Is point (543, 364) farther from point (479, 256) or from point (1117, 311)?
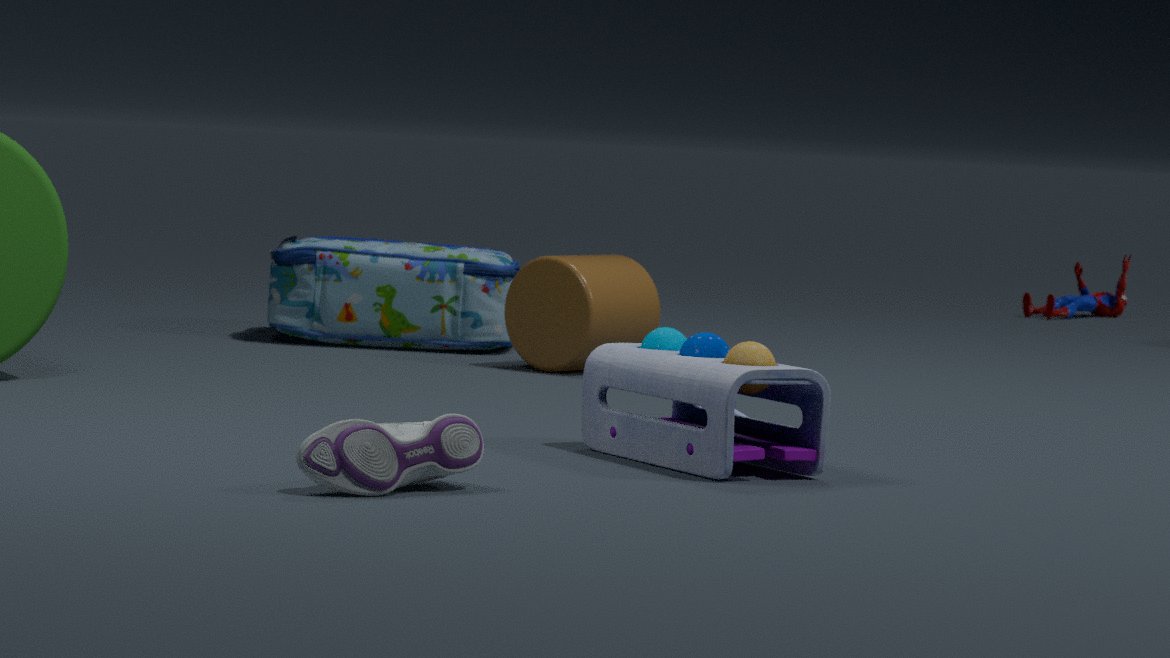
point (1117, 311)
